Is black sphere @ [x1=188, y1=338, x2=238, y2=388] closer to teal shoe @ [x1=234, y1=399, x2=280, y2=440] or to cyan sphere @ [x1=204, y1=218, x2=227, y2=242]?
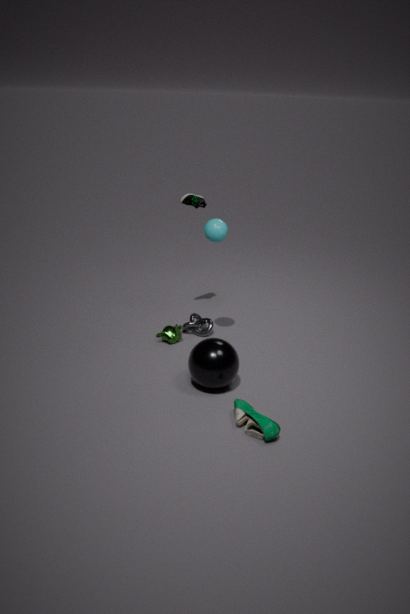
teal shoe @ [x1=234, y1=399, x2=280, y2=440]
